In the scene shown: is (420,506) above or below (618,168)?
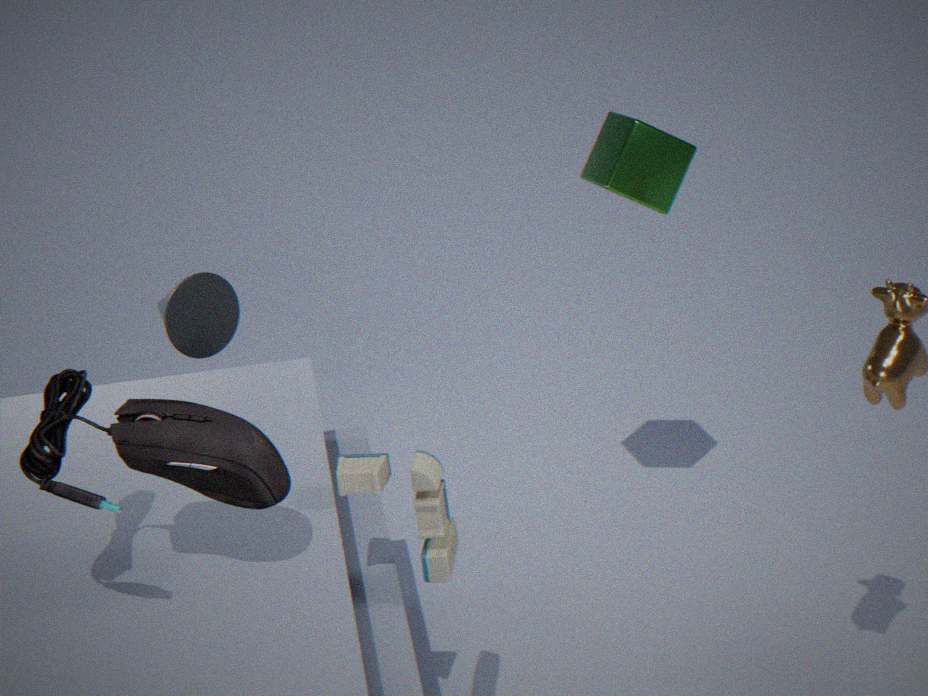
below
